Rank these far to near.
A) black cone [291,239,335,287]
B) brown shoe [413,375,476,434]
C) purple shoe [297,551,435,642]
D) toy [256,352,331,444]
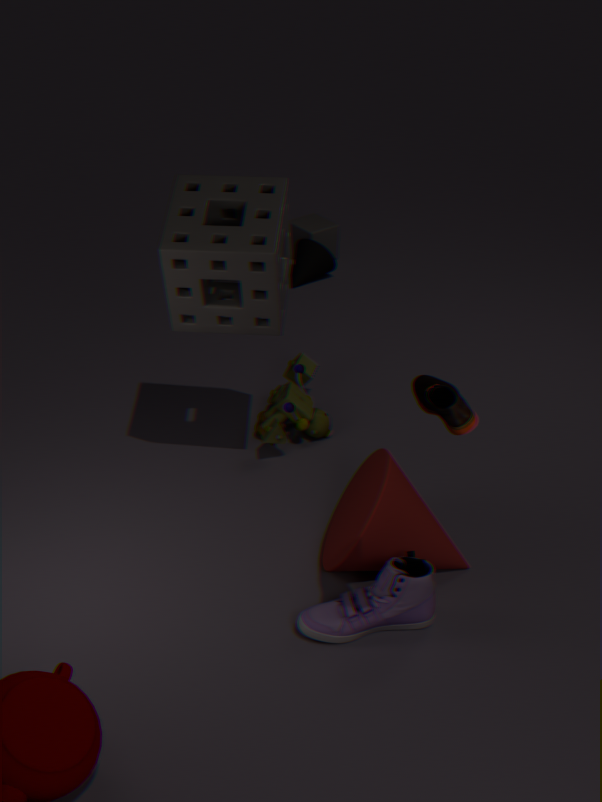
black cone [291,239,335,287] < toy [256,352,331,444] < purple shoe [297,551,435,642] < brown shoe [413,375,476,434]
